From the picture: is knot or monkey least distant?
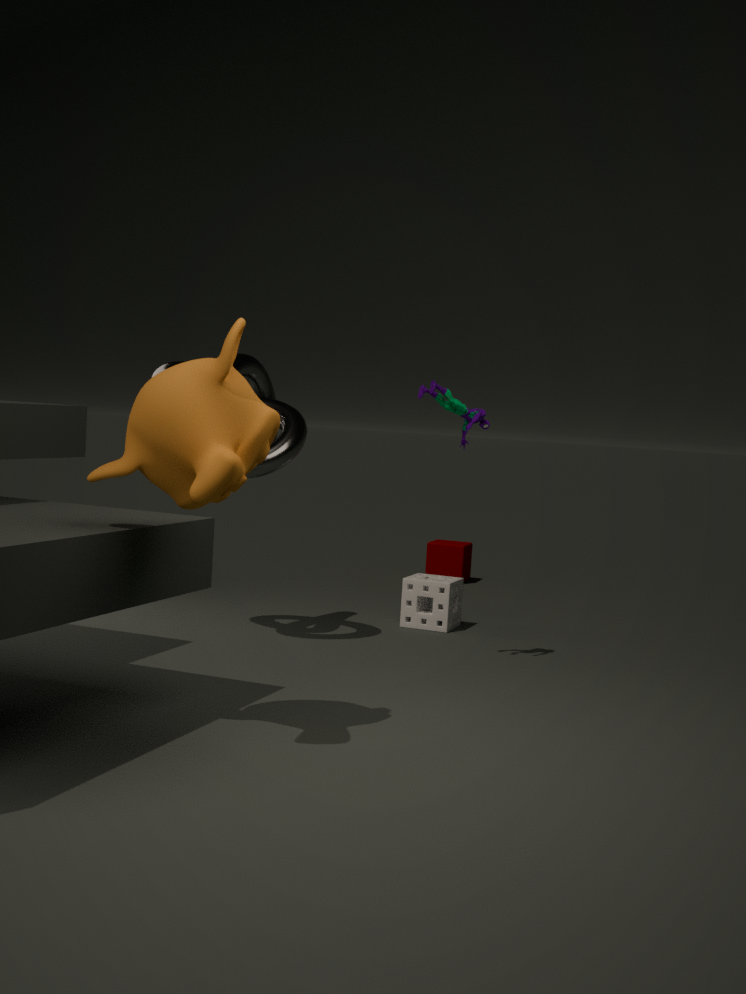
monkey
